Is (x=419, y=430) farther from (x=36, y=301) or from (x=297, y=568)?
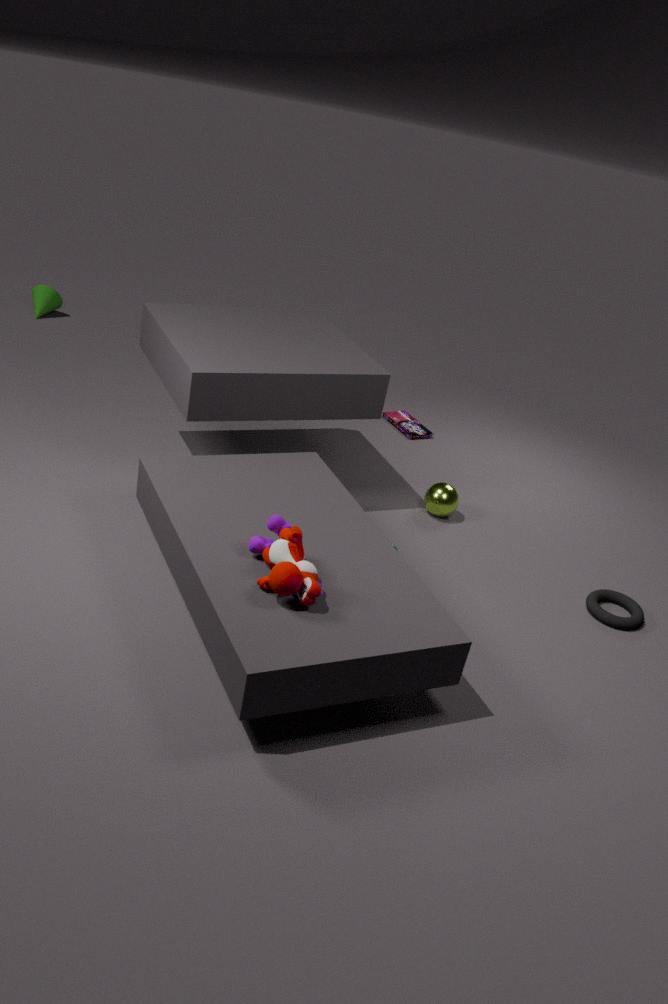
(x=36, y=301)
